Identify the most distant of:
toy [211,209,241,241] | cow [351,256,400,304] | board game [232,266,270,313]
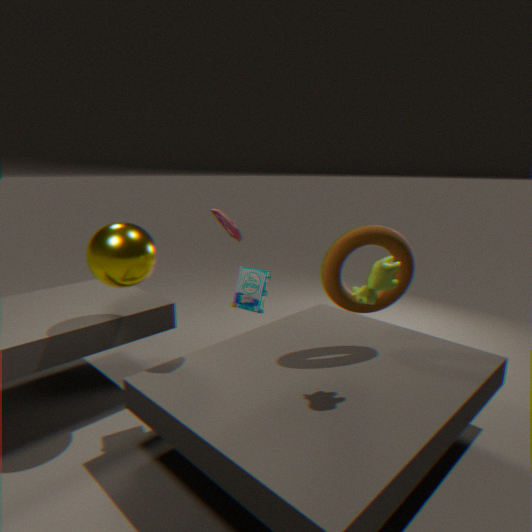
board game [232,266,270,313]
